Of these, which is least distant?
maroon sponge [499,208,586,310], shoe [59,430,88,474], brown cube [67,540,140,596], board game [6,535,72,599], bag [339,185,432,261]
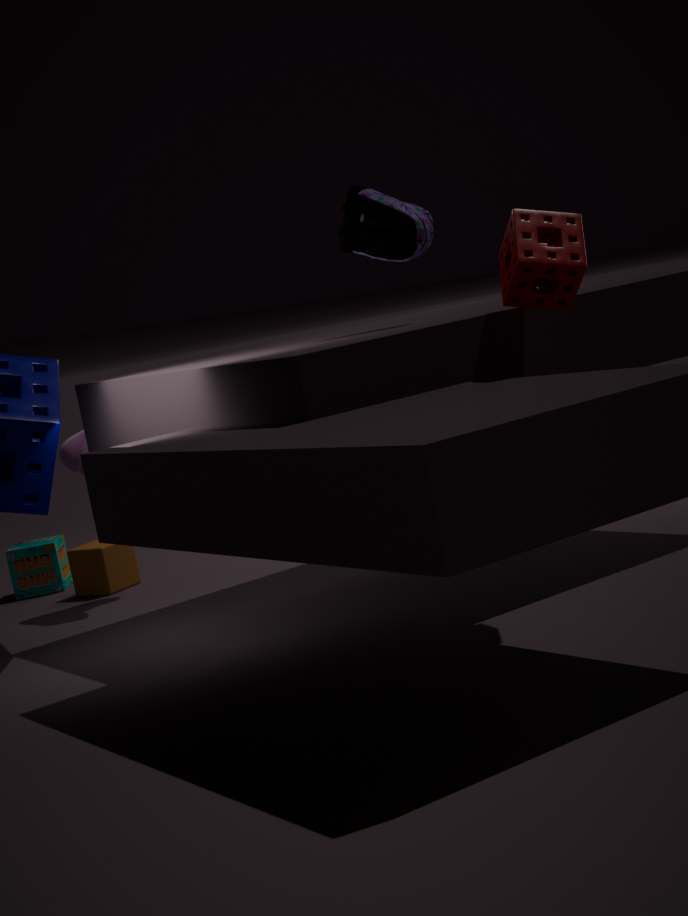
maroon sponge [499,208,586,310]
